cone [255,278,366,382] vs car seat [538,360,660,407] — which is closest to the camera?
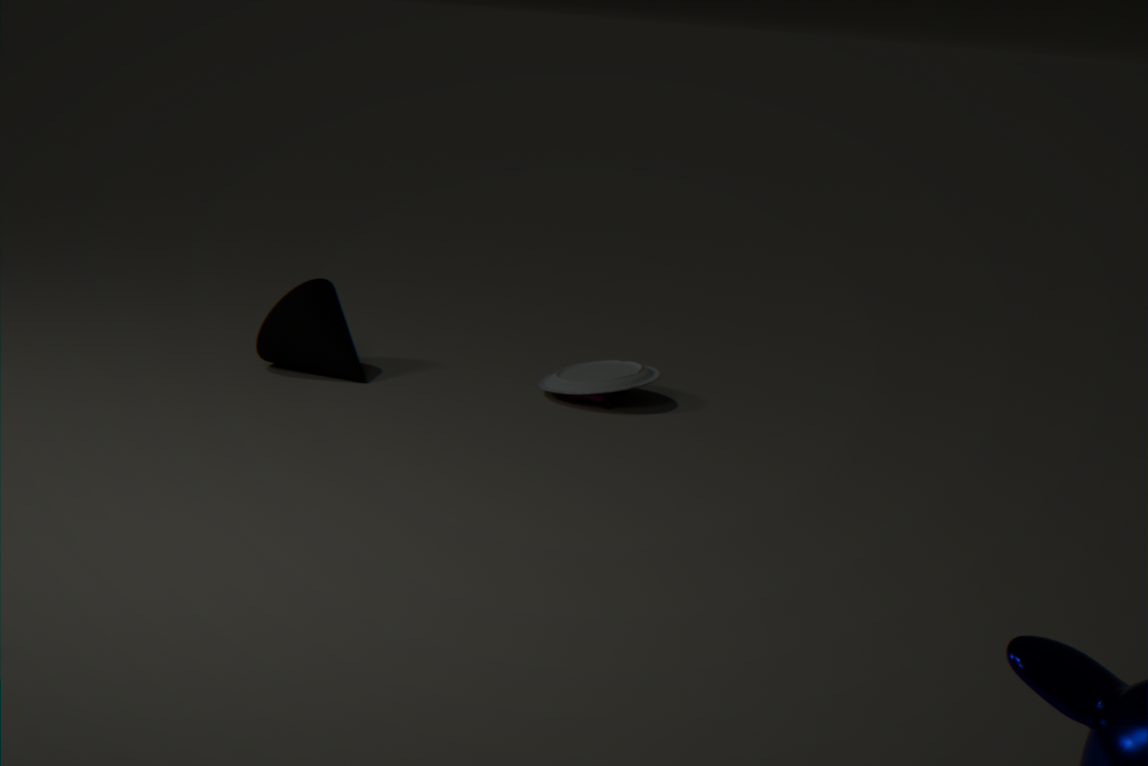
Result: car seat [538,360,660,407]
